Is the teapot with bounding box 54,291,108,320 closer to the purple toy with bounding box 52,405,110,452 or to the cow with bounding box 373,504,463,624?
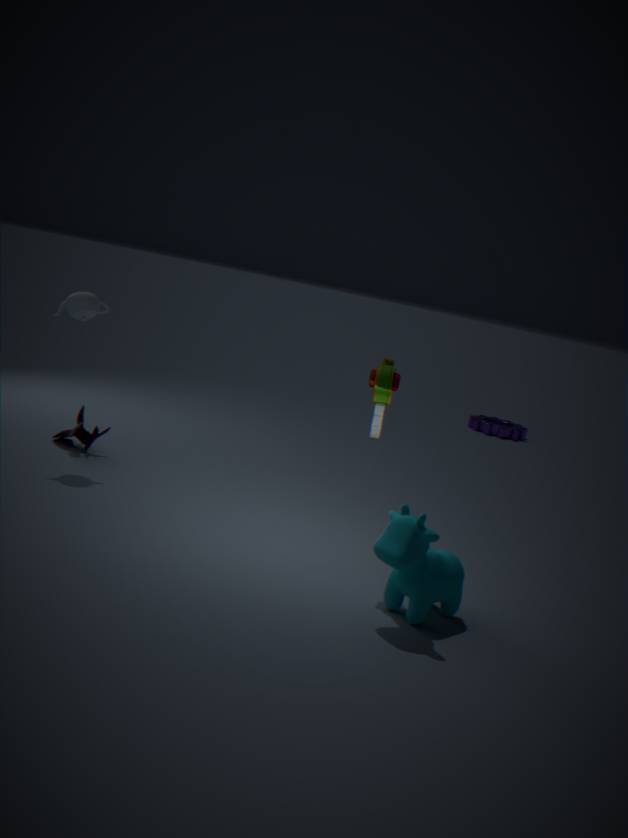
the purple toy with bounding box 52,405,110,452
